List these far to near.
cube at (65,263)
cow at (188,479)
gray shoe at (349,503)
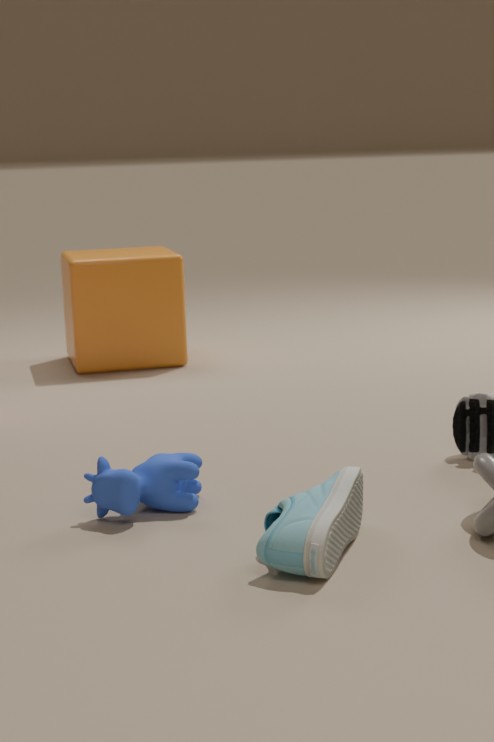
cube at (65,263)
cow at (188,479)
gray shoe at (349,503)
